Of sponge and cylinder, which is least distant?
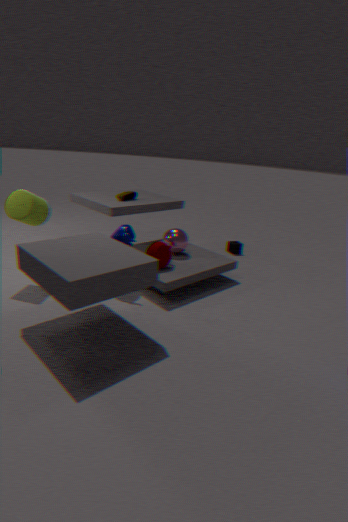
cylinder
